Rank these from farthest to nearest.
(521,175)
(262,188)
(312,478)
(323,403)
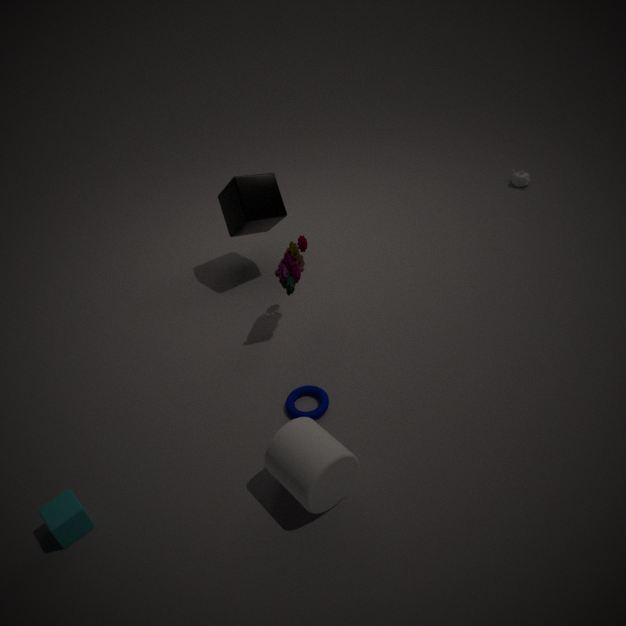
(521,175) → (262,188) → (323,403) → (312,478)
